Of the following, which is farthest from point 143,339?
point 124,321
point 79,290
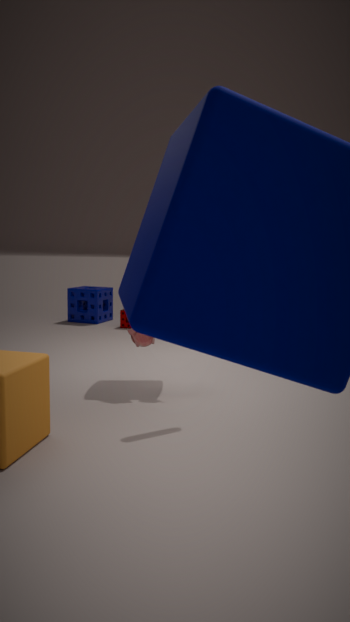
point 79,290
